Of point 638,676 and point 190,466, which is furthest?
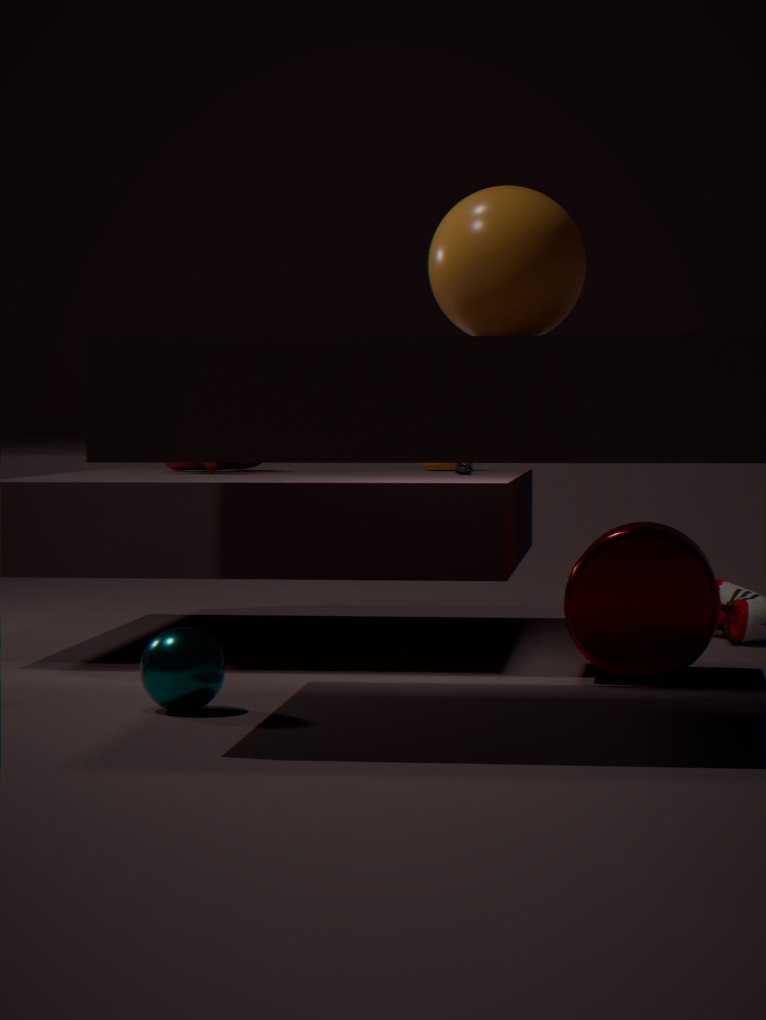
point 190,466
